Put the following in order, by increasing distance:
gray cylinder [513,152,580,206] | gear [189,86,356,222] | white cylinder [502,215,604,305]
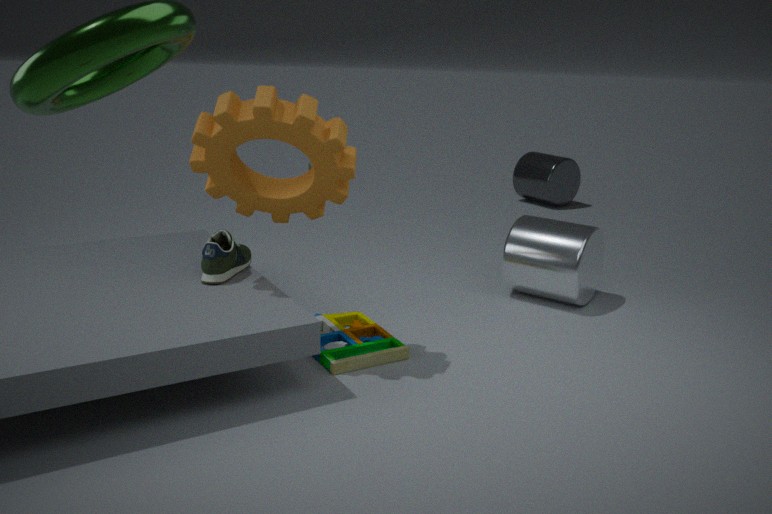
gear [189,86,356,222]
white cylinder [502,215,604,305]
gray cylinder [513,152,580,206]
